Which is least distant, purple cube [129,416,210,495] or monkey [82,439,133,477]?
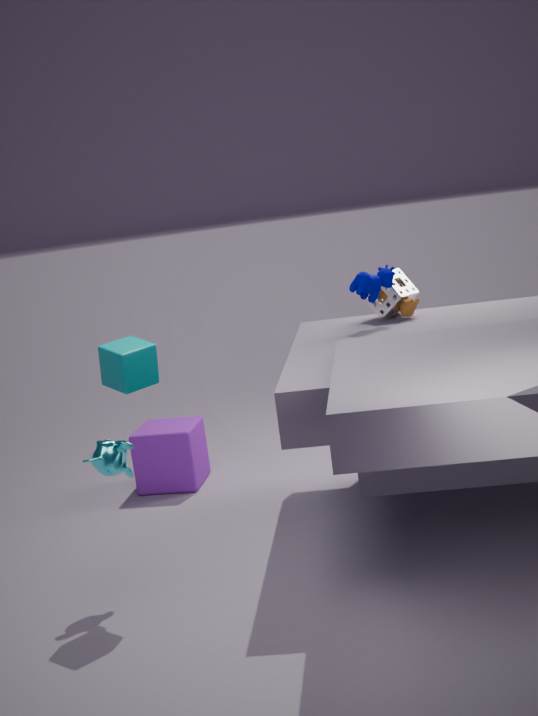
monkey [82,439,133,477]
